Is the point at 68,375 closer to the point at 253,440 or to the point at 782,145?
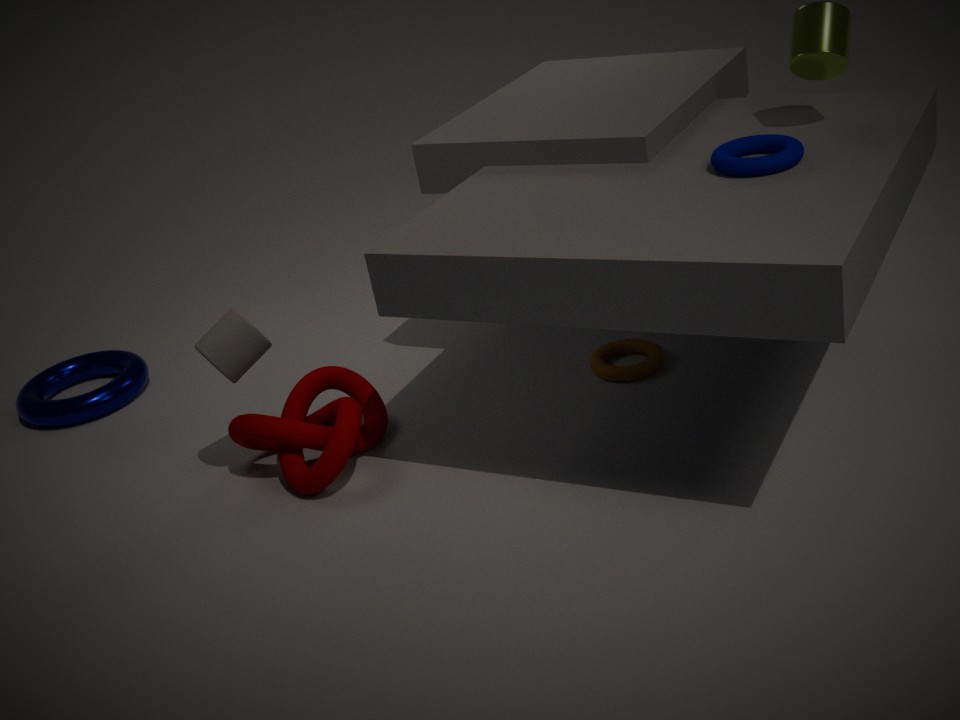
the point at 253,440
